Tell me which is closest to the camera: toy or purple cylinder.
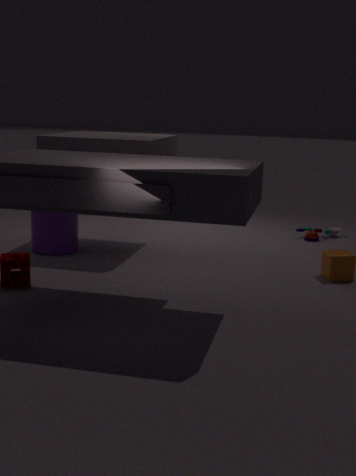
purple cylinder
